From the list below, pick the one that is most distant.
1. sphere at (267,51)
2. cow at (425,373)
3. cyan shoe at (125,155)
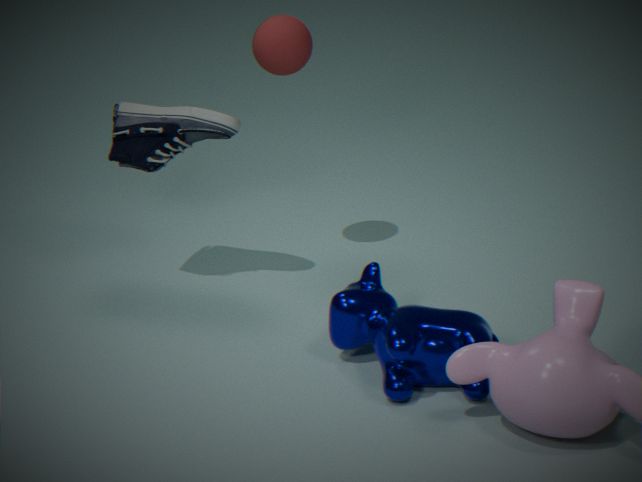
sphere at (267,51)
